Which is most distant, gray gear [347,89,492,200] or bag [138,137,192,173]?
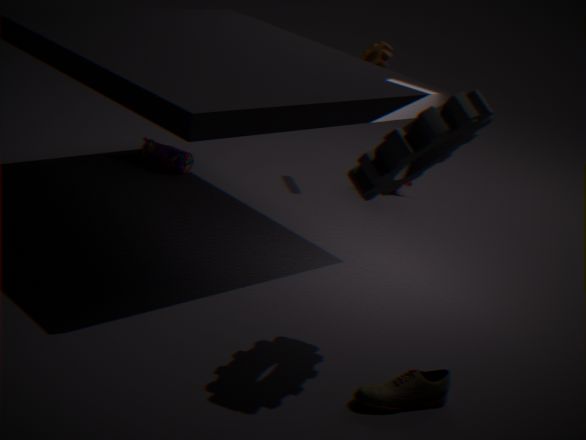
bag [138,137,192,173]
